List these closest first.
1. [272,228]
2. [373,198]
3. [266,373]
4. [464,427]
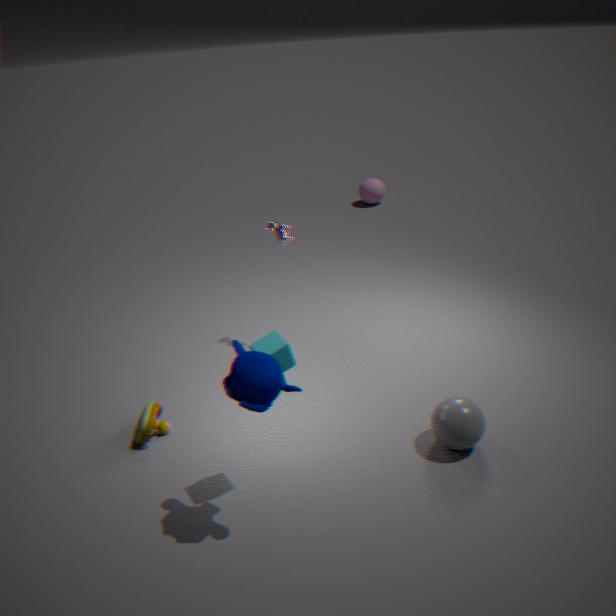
[266,373] < [464,427] < [272,228] < [373,198]
